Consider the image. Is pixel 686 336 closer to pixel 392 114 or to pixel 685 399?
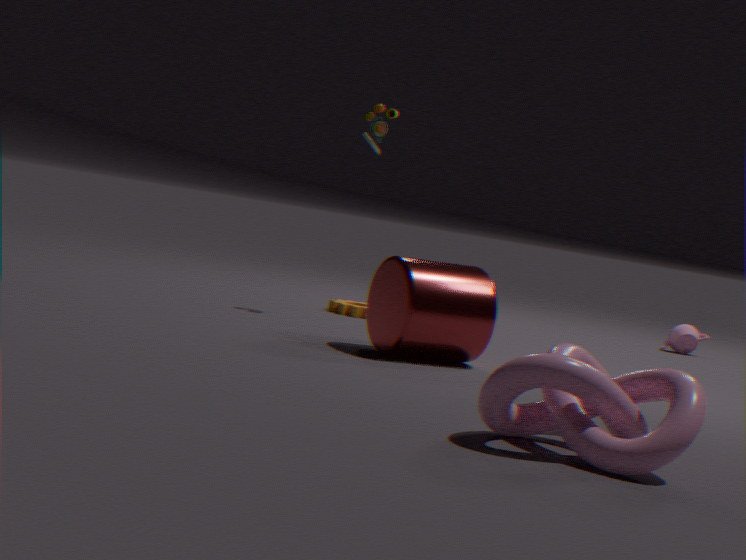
pixel 392 114
